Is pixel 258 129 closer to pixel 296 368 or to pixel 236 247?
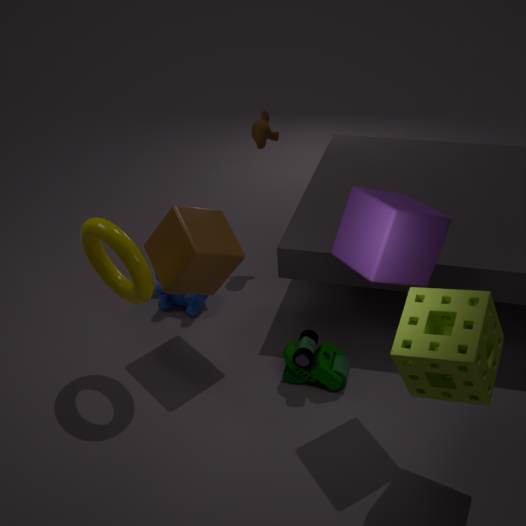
pixel 236 247
